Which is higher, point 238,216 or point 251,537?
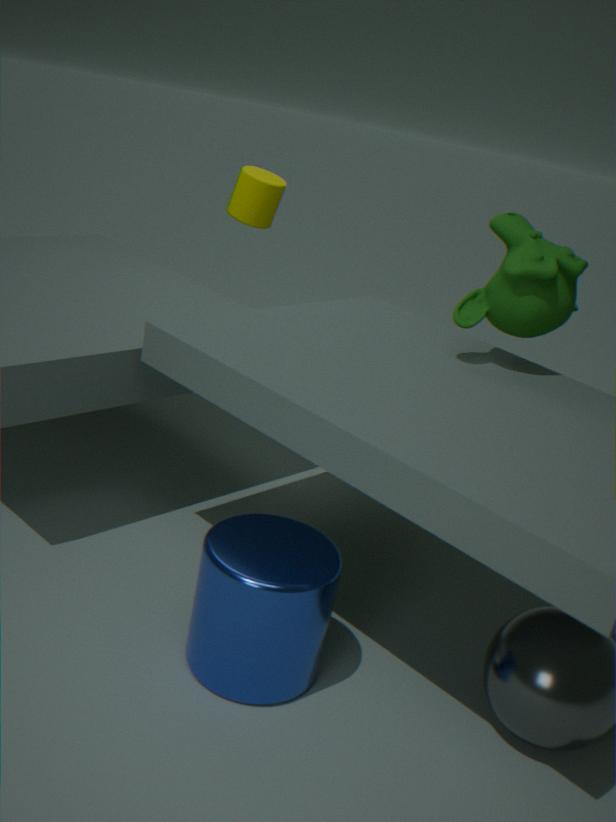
point 238,216
